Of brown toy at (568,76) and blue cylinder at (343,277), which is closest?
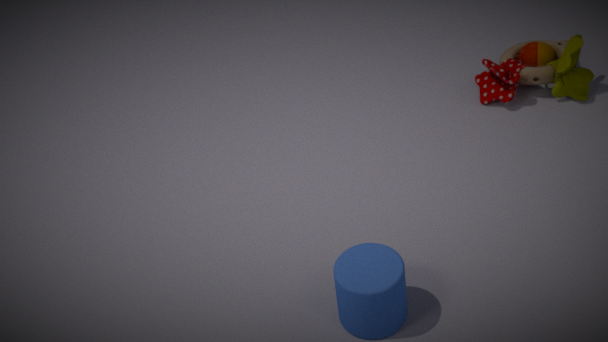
blue cylinder at (343,277)
